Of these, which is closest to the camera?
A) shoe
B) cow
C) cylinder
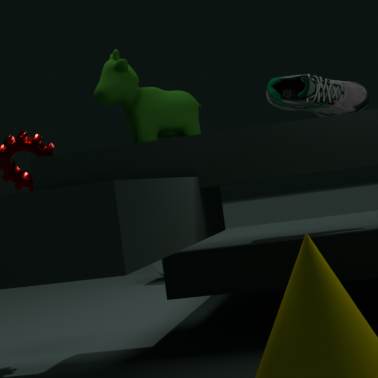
B. cow
